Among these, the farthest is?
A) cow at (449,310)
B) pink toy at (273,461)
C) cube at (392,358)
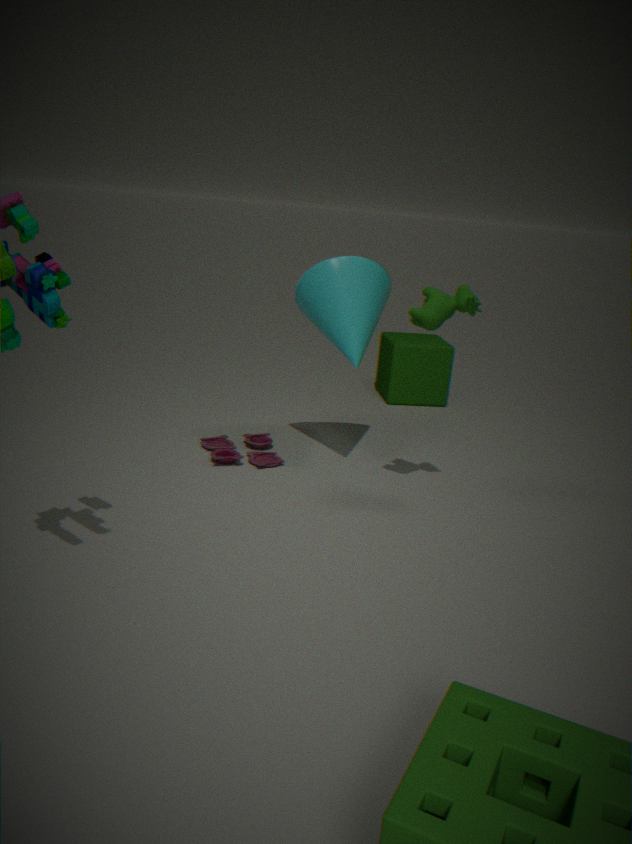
cube at (392,358)
